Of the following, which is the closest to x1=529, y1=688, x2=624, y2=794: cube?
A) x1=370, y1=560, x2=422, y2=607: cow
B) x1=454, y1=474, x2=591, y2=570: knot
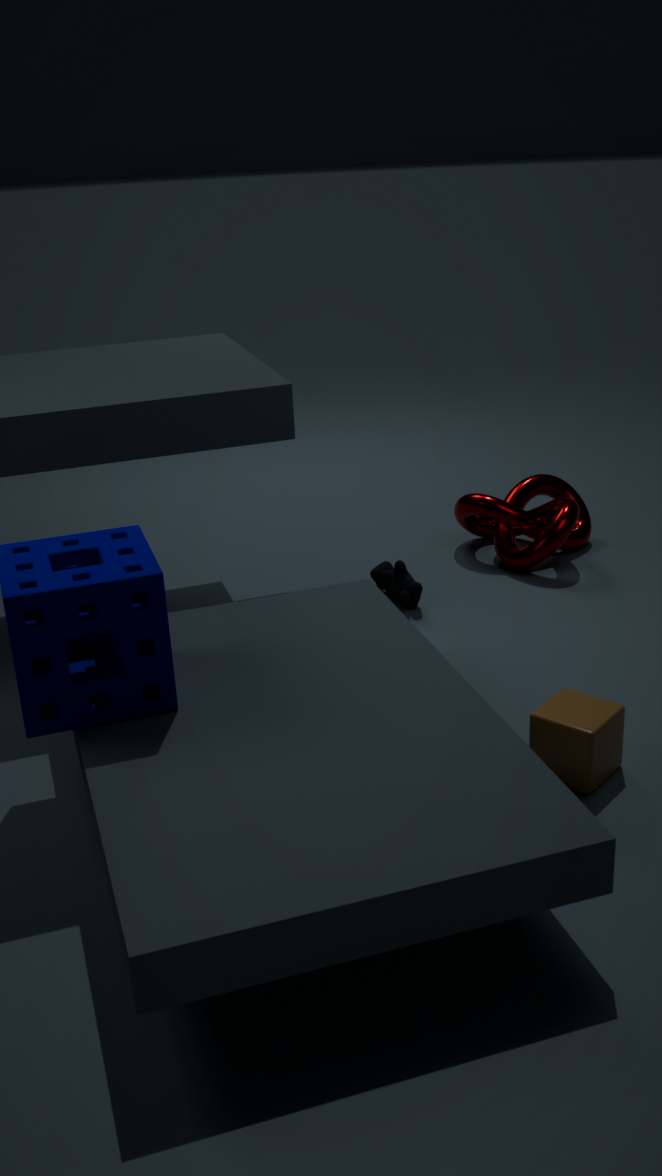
x1=370, y1=560, x2=422, y2=607: cow
